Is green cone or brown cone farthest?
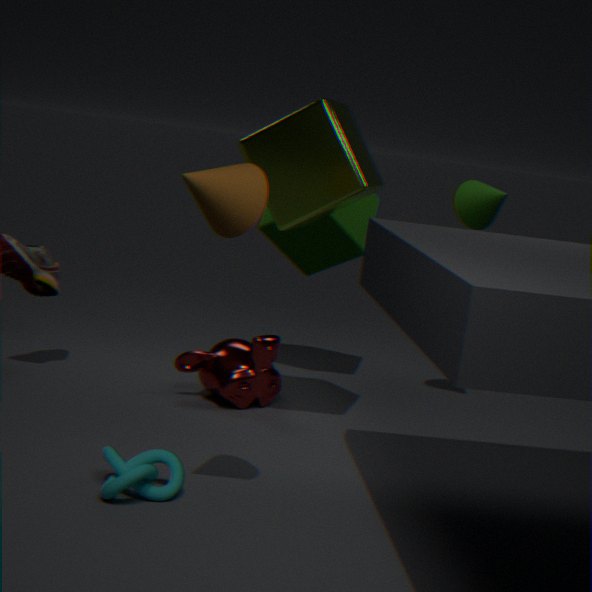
green cone
